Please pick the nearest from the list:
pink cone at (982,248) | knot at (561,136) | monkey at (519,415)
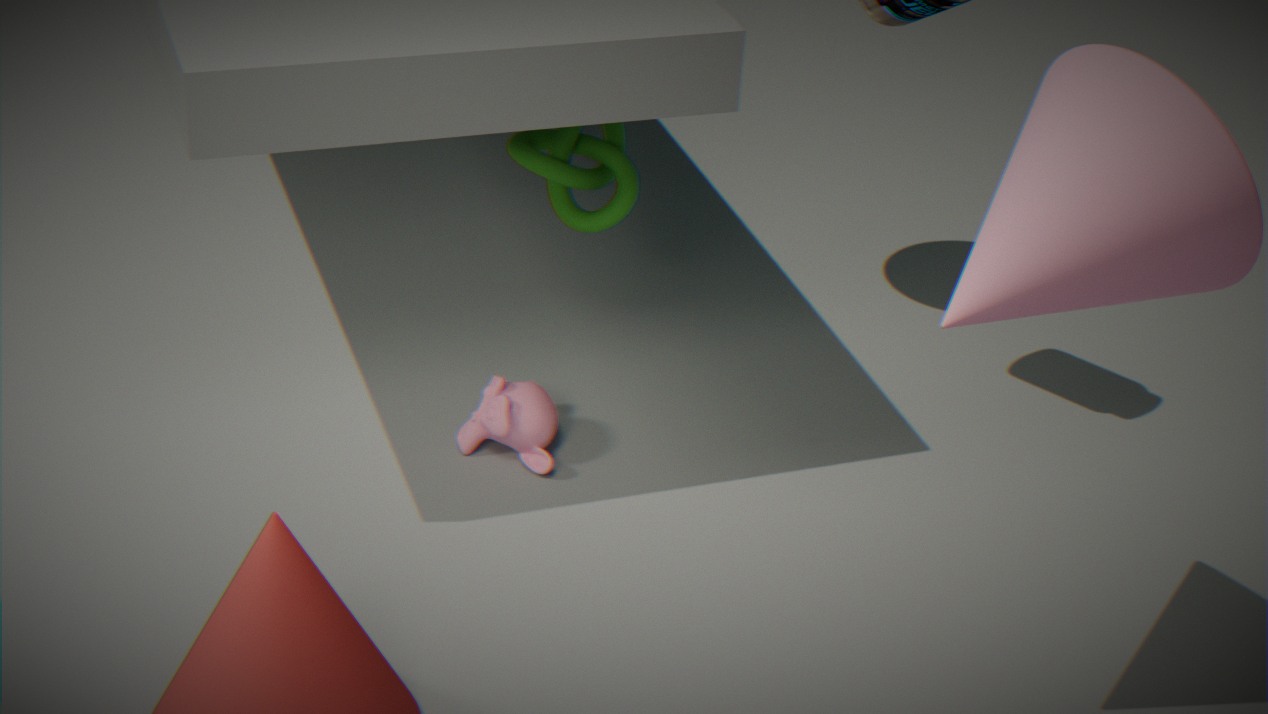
pink cone at (982,248)
